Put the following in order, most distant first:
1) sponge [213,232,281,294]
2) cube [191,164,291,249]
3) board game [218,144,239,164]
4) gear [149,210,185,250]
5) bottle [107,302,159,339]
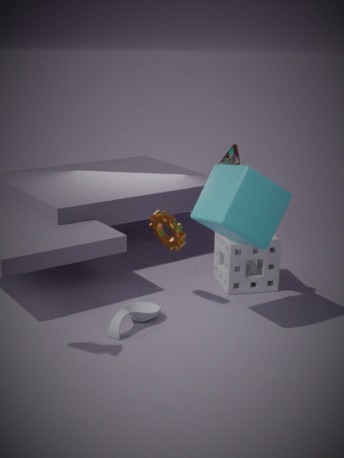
1. sponge [213,232,281,294], 4. gear [149,210,185,250], 3. board game [218,144,239,164], 5. bottle [107,302,159,339], 2. cube [191,164,291,249]
